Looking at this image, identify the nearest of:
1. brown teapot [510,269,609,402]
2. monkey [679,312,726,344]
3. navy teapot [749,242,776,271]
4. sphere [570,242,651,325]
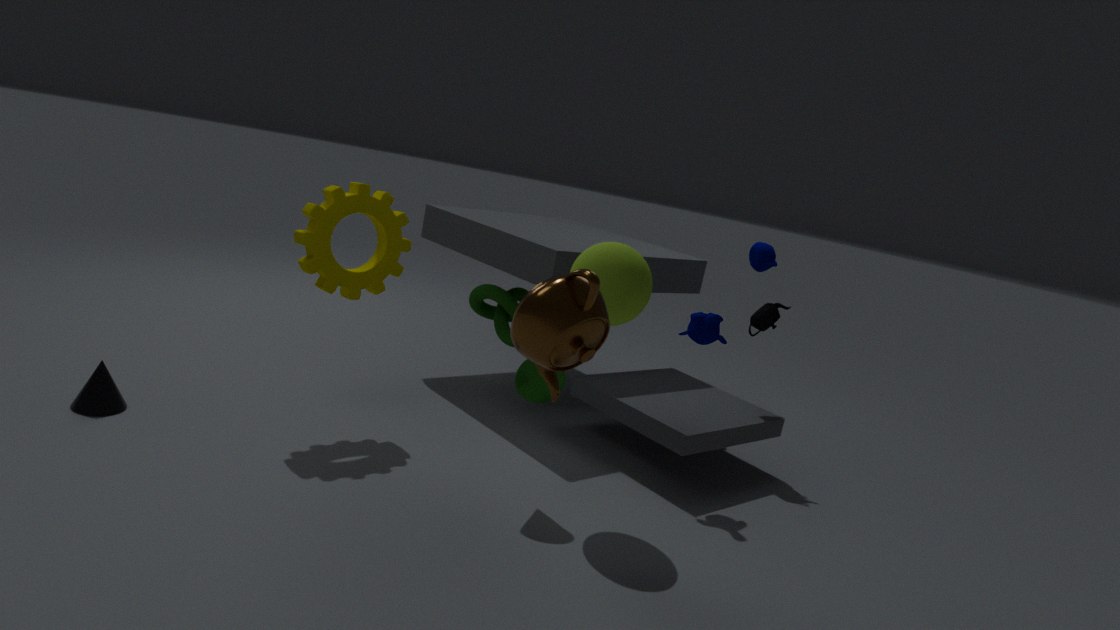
brown teapot [510,269,609,402]
